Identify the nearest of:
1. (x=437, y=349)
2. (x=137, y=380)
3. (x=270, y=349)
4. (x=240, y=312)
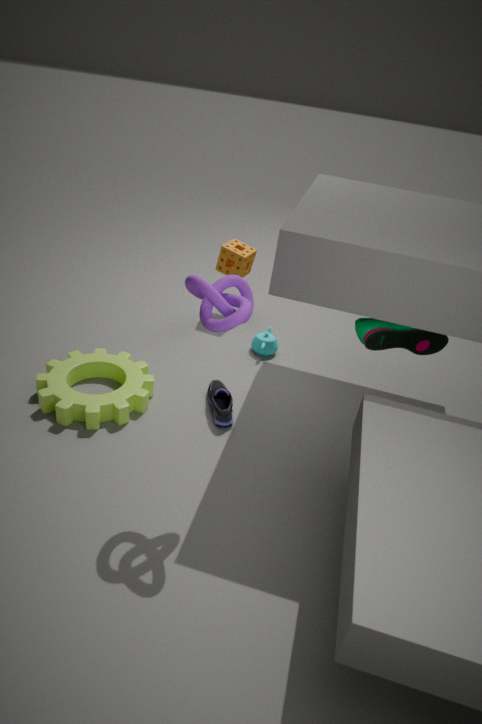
(x=240, y=312)
